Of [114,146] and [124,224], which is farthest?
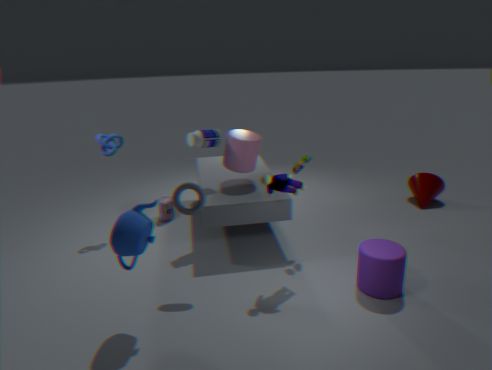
[114,146]
